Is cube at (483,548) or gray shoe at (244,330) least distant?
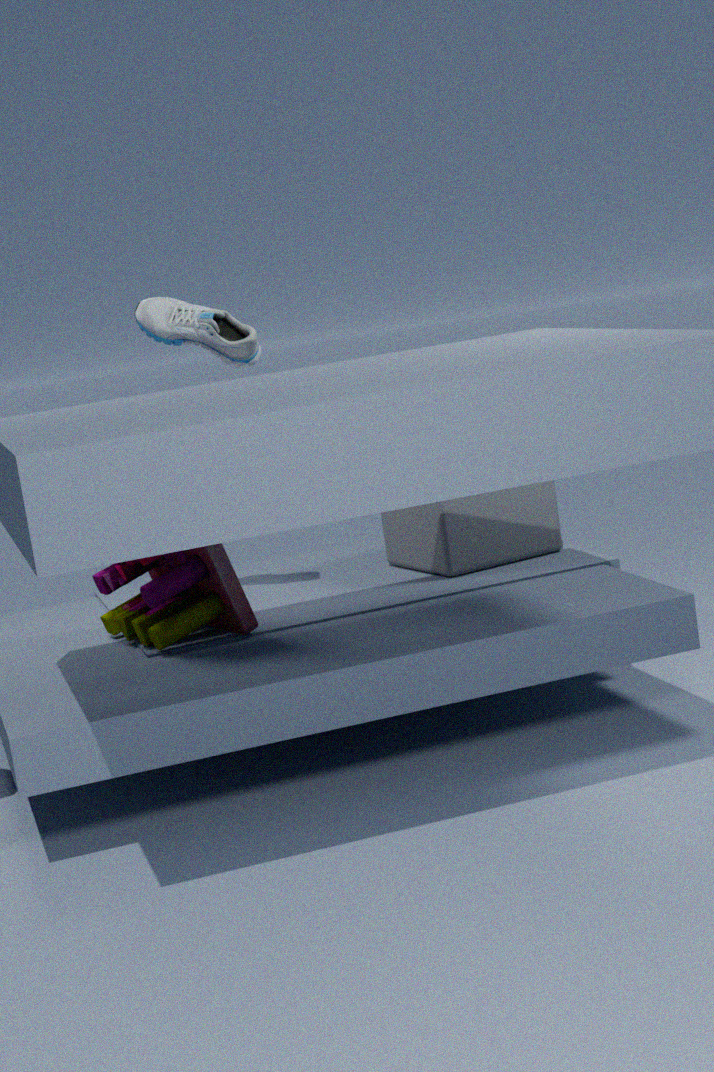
gray shoe at (244,330)
